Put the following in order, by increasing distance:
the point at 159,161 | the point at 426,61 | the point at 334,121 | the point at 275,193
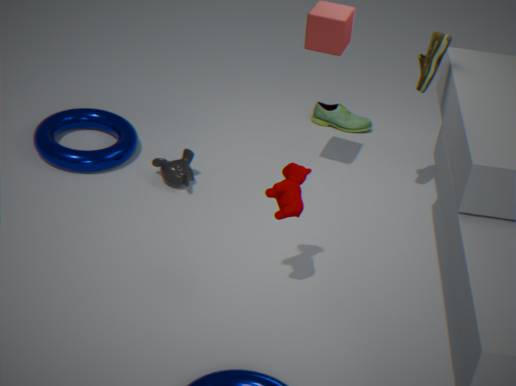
the point at 275,193
the point at 426,61
the point at 159,161
the point at 334,121
